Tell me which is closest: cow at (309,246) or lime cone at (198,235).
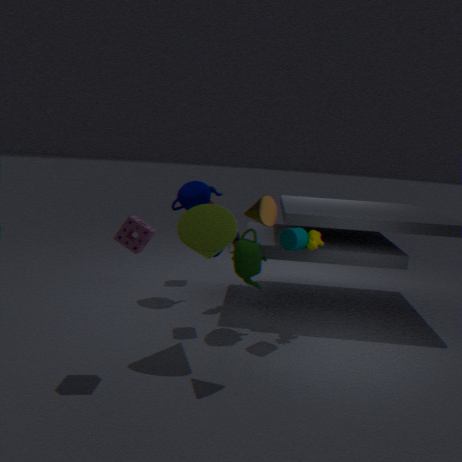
lime cone at (198,235)
